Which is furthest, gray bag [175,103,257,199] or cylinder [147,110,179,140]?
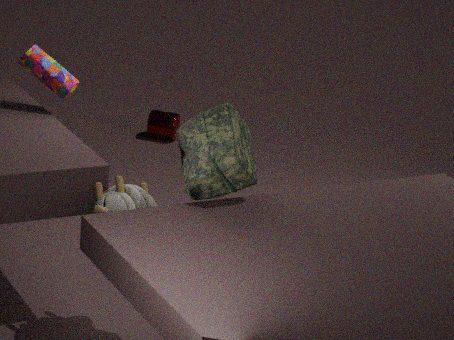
cylinder [147,110,179,140]
